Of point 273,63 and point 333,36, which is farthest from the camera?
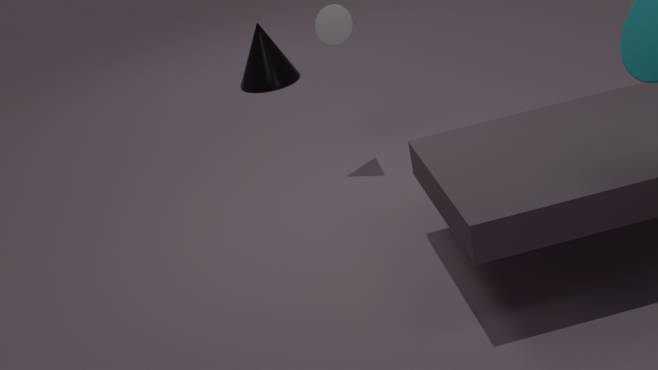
point 273,63
